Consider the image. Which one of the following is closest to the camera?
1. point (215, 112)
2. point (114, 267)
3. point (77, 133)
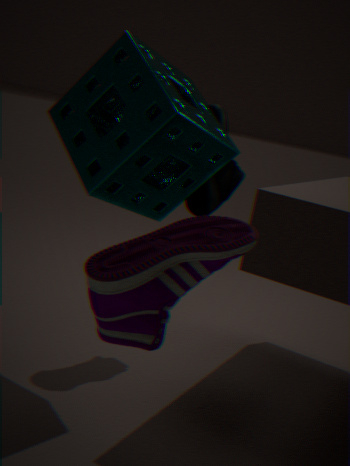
point (114, 267)
